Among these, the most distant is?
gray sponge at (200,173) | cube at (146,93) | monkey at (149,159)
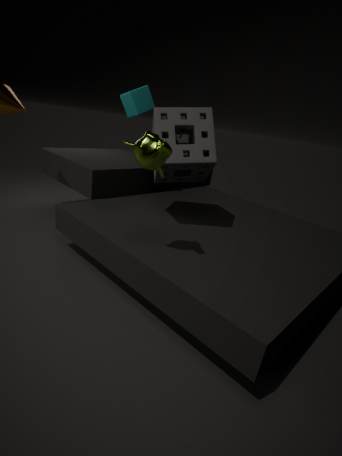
cube at (146,93)
